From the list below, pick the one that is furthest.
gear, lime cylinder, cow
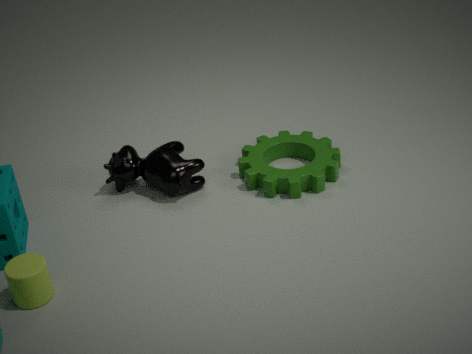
cow
